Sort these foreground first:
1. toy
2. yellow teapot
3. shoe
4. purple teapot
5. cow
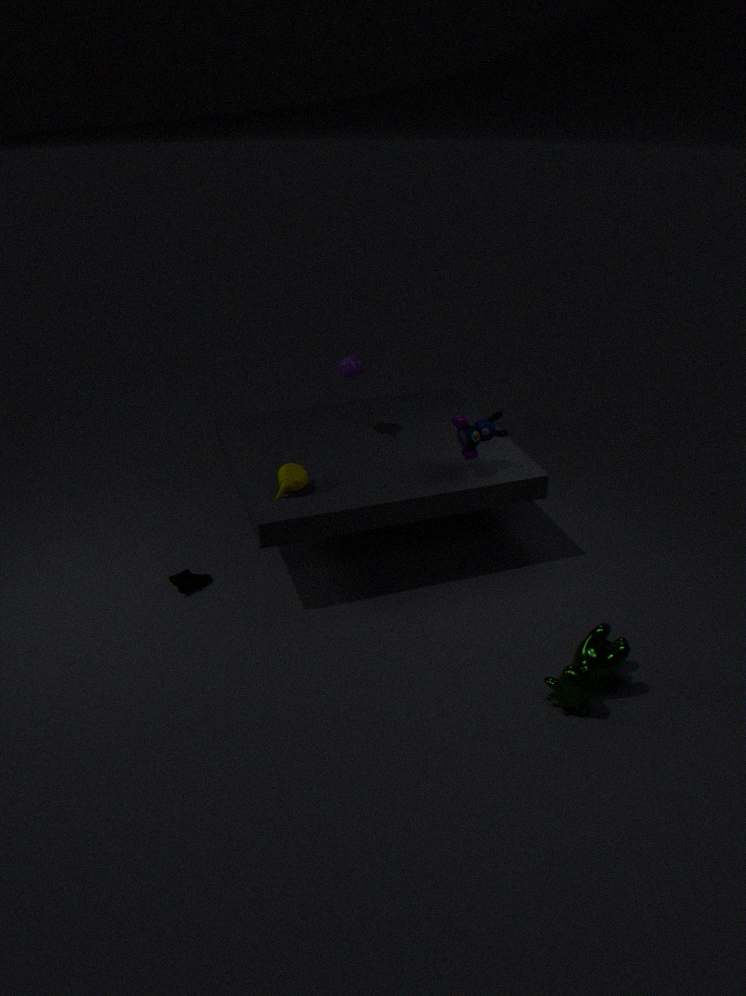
cow, yellow teapot, toy, shoe, purple teapot
